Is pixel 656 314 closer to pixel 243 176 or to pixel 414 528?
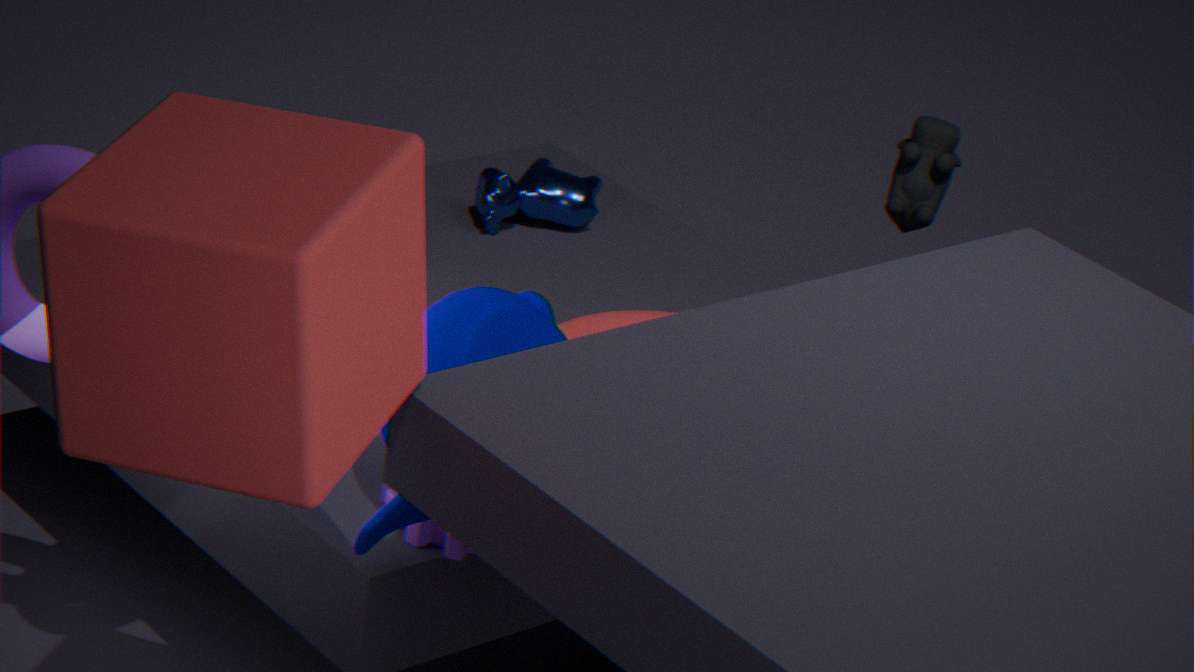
pixel 414 528
